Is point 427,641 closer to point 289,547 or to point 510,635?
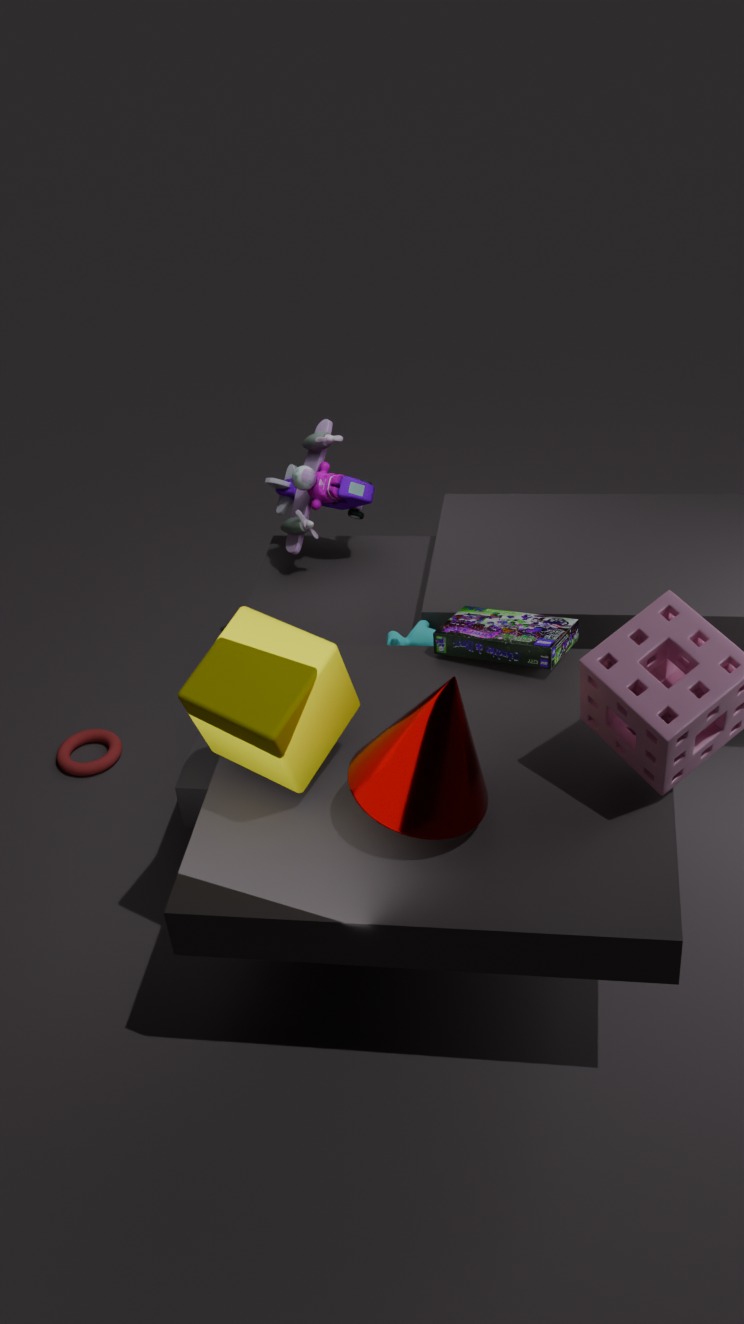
point 510,635
